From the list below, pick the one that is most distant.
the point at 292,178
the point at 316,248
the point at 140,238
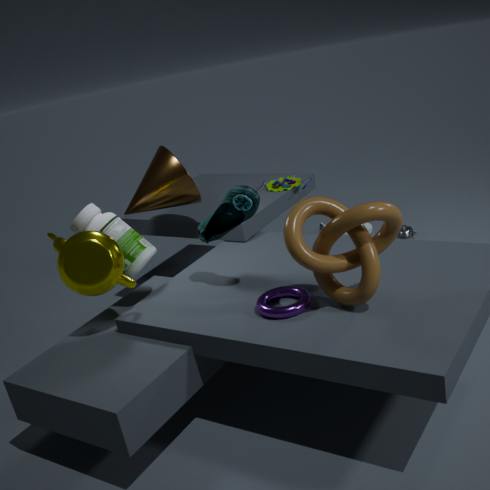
the point at 292,178
